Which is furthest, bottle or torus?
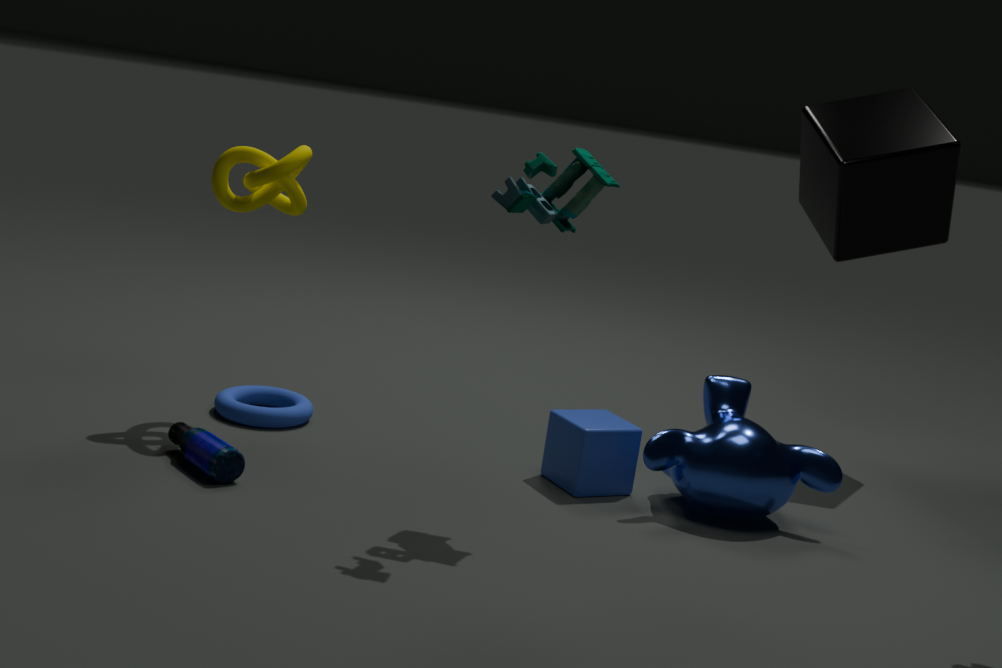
torus
